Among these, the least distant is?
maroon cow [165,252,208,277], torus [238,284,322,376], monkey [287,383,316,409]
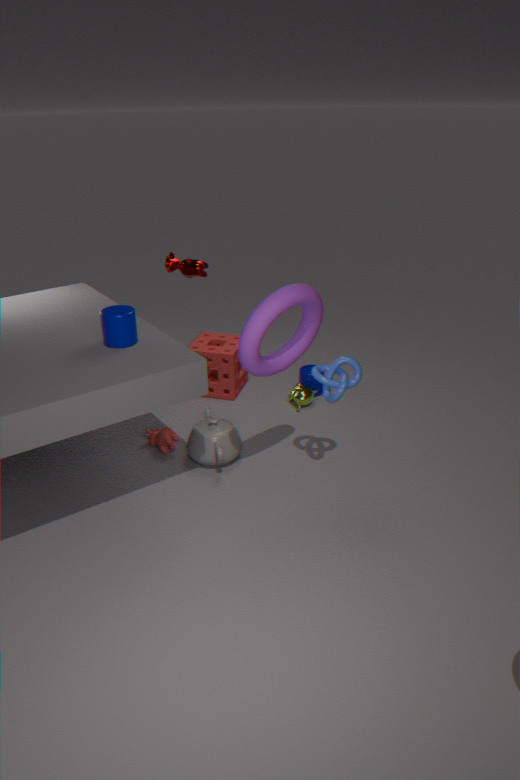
torus [238,284,322,376]
